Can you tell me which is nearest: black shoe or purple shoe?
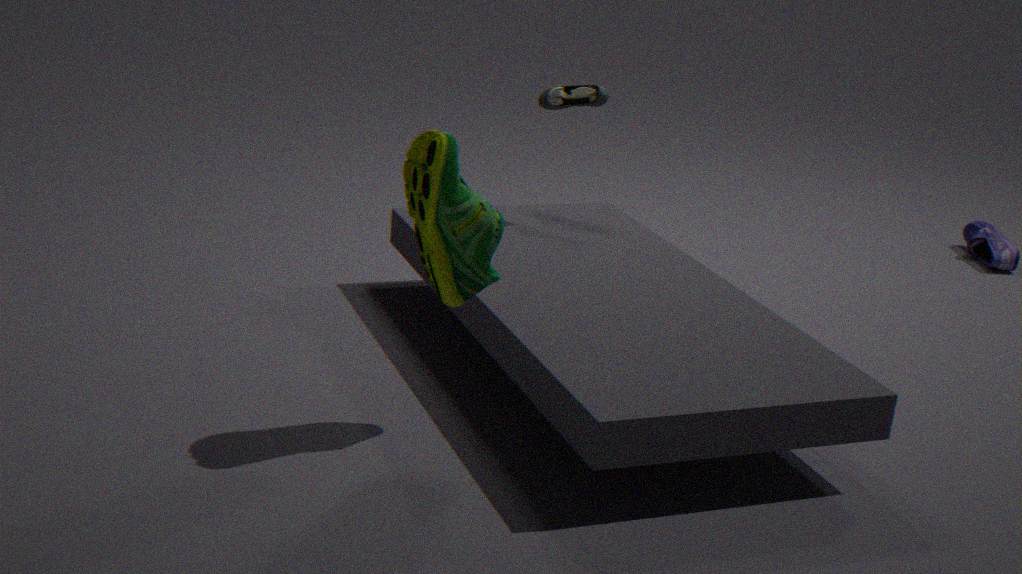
black shoe
